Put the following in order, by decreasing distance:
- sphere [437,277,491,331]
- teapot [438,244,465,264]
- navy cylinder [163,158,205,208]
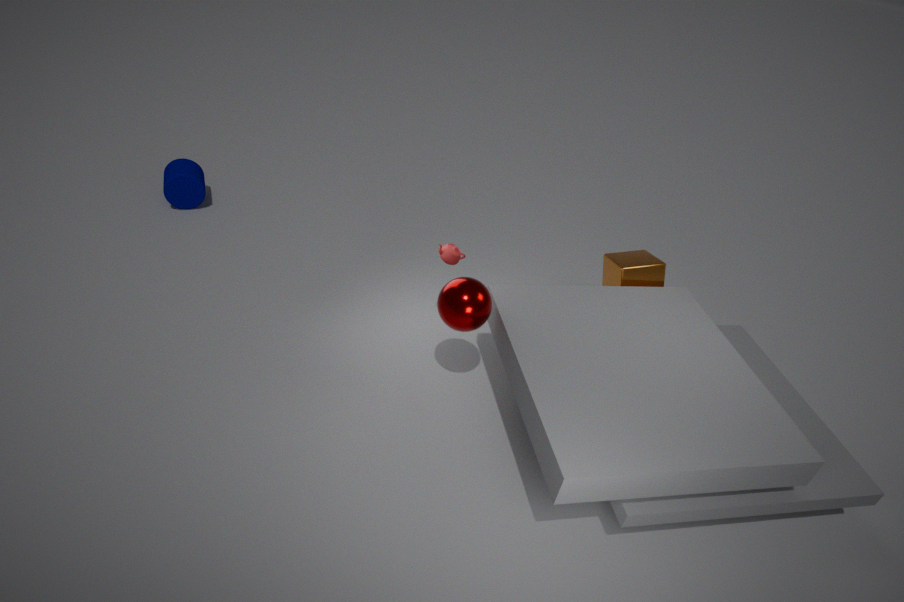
navy cylinder [163,158,205,208], teapot [438,244,465,264], sphere [437,277,491,331]
